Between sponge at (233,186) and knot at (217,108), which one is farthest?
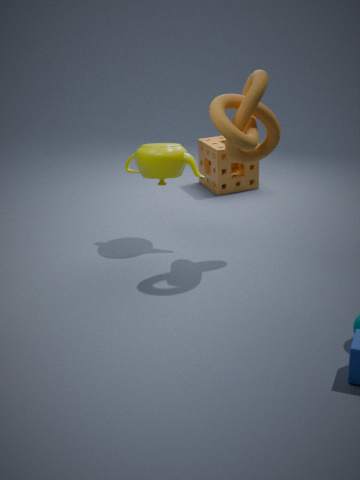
sponge at (233,186)
